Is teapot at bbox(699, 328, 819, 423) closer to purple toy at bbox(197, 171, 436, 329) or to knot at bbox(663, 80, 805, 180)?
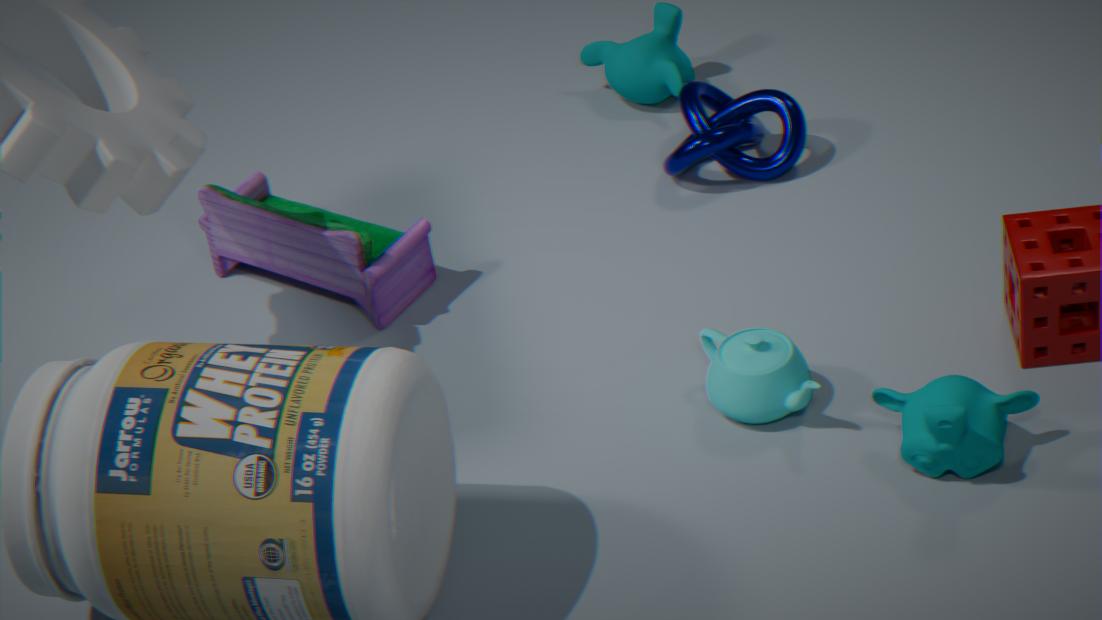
knot at bbox(663, 80, 805, 180)
